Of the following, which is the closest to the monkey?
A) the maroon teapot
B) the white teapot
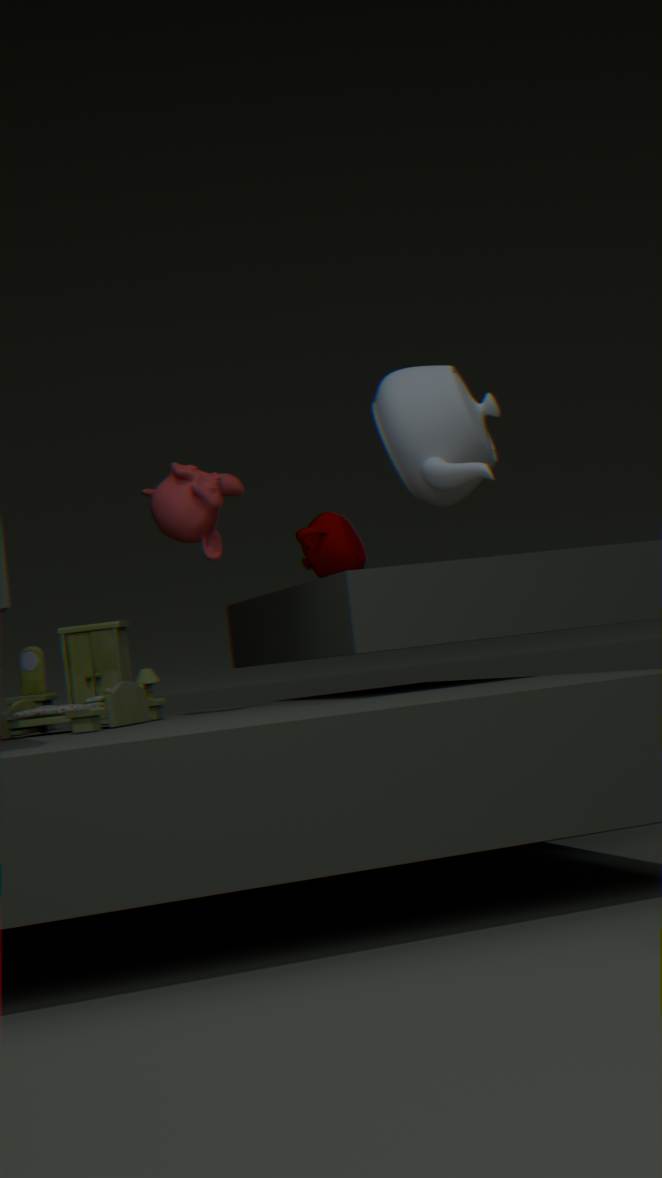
the maroon teapot
